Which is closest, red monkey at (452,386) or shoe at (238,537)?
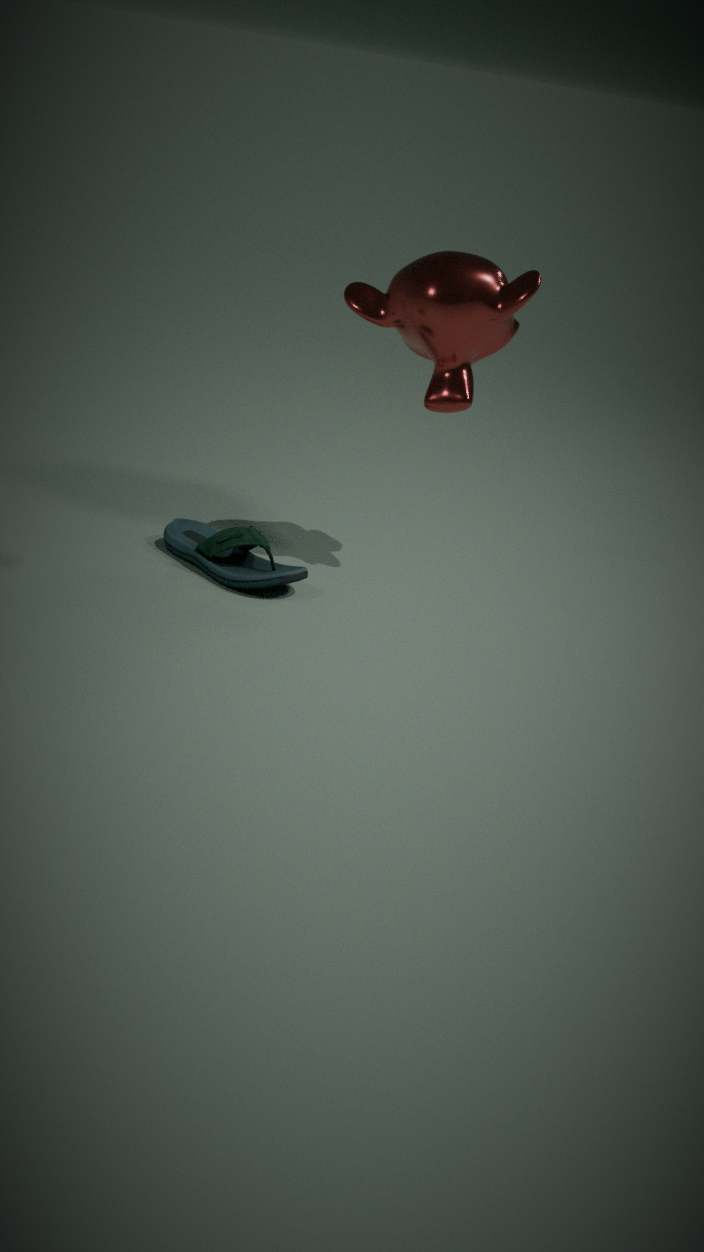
red monkey at (452,386)
